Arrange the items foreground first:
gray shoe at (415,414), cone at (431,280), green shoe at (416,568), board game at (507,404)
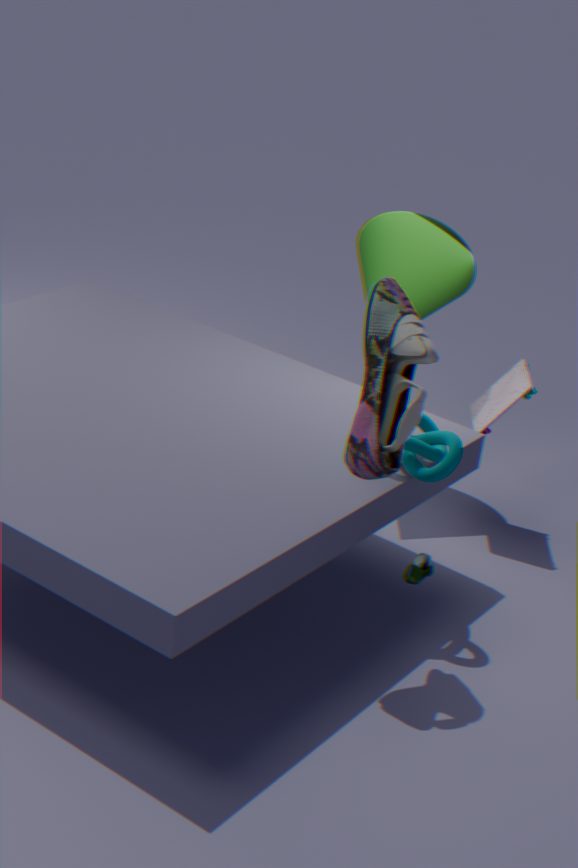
1. gray shoe at (415,414)
2. green shoe at (416,568)
3. board game at (507,404)
4. cone at (431,280)
